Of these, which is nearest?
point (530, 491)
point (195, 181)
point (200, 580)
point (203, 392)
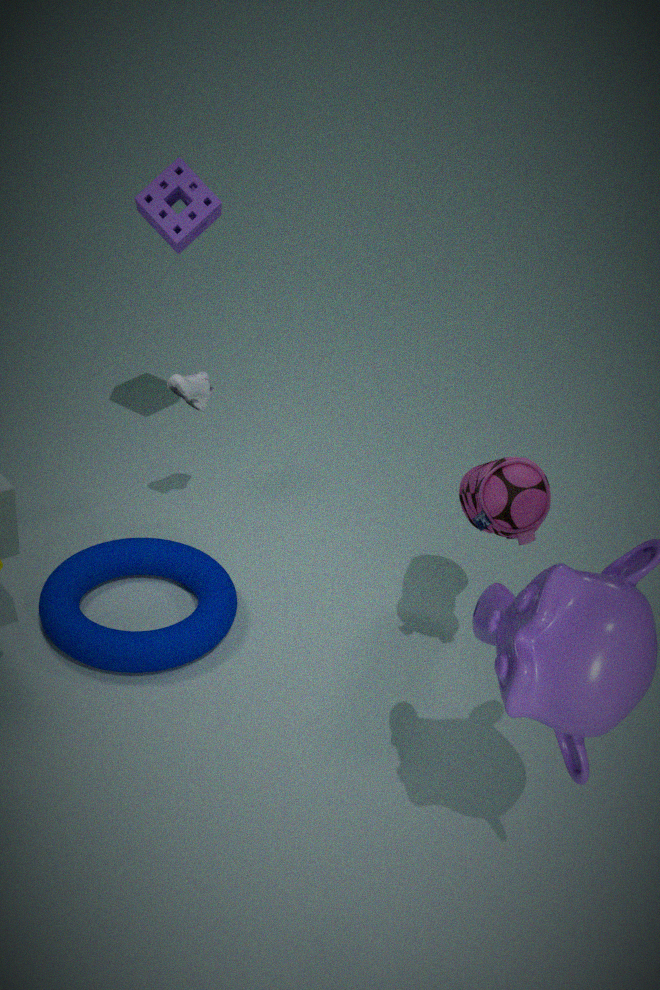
point (530, 491)
